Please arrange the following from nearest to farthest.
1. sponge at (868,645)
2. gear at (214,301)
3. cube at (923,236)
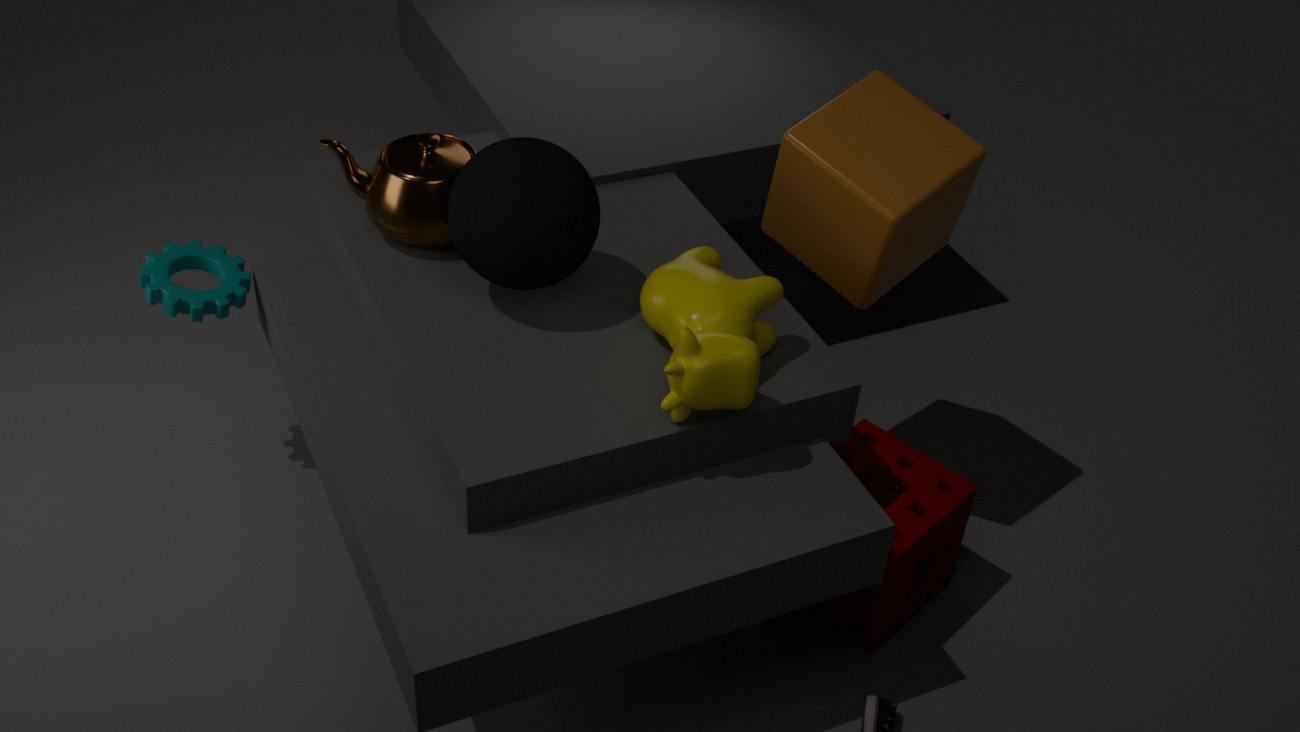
cube at (923,236), sponge at (868,645), gear at (214,301)
